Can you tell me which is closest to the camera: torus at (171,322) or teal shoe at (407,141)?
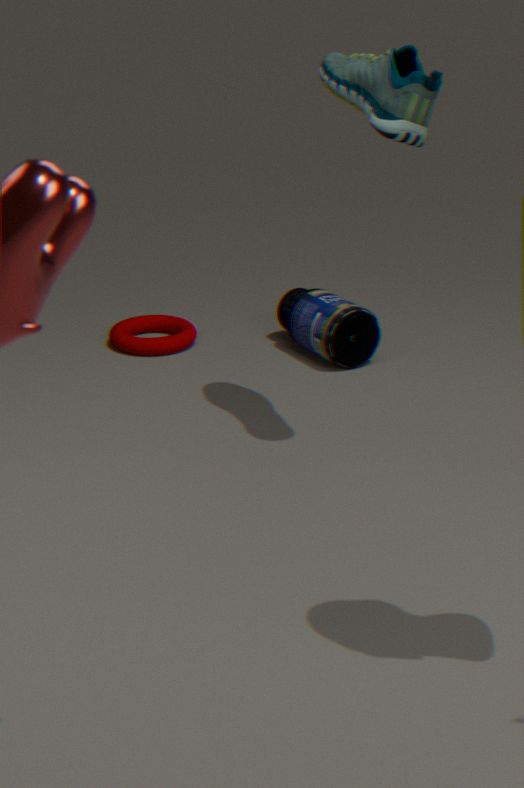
teal shoe at (407,141)
